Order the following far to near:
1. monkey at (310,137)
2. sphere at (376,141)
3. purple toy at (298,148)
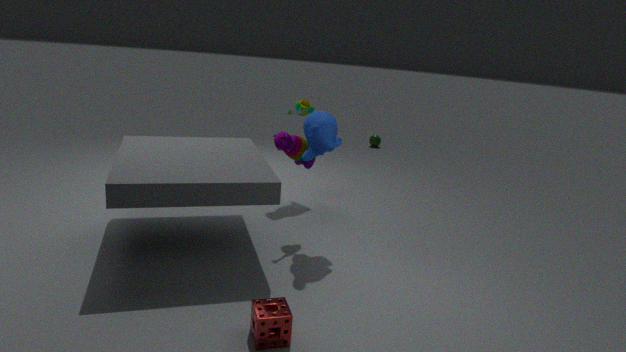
1. sphere at (376,141)
2. purple toy at (298,148)
3. monkey at (310,137)
